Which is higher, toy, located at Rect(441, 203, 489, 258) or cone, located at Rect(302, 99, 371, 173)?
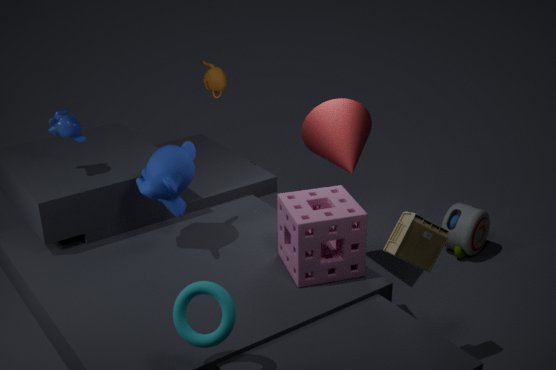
cone, located at Rect(302, 99, 371, 173)
